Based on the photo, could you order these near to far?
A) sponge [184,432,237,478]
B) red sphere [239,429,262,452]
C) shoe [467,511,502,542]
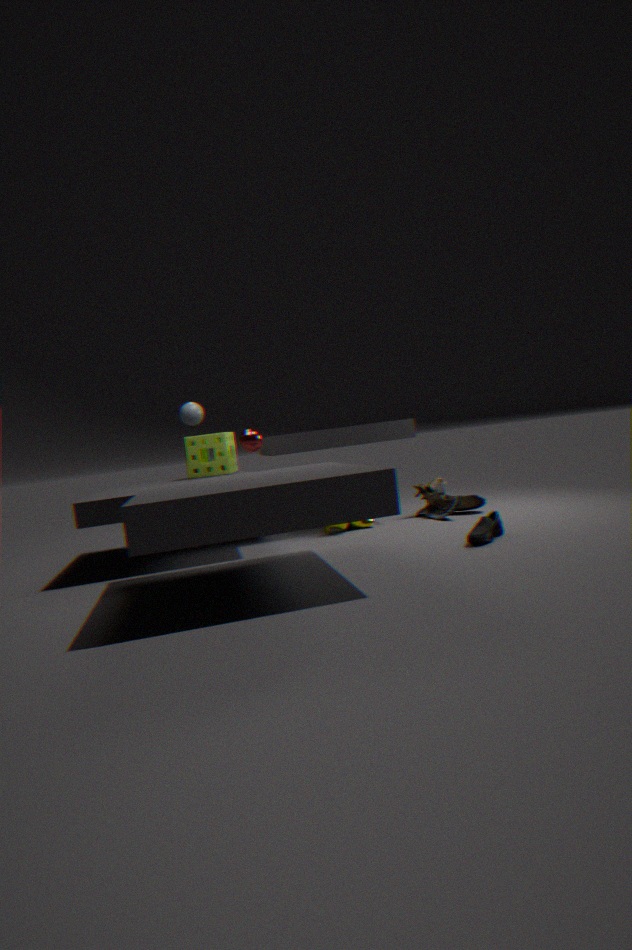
shoe [467,511,502,542] → red sphere [239,429,262,452] → sponge [184,432,237,478]
